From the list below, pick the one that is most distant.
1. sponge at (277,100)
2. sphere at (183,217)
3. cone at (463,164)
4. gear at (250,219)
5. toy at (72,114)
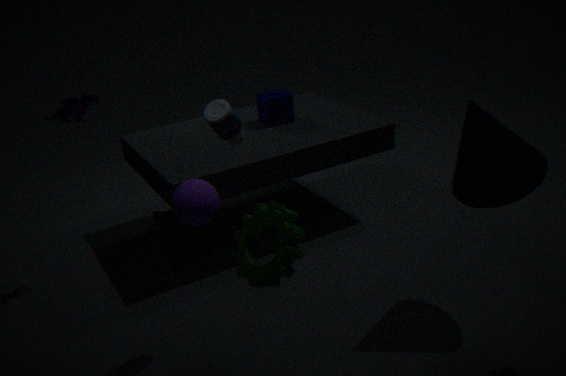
sponge at (277,100)
